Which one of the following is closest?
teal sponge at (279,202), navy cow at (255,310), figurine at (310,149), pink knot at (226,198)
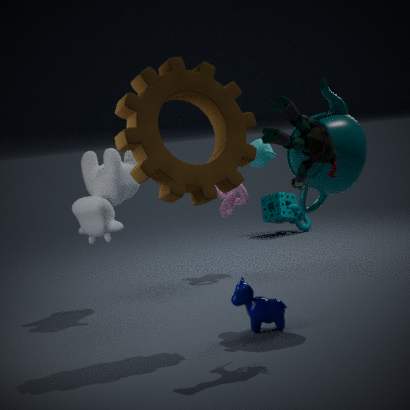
figurine at (310,149)
